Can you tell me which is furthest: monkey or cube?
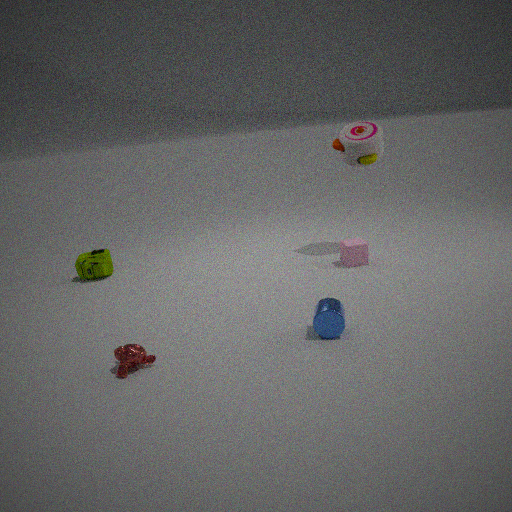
cube
